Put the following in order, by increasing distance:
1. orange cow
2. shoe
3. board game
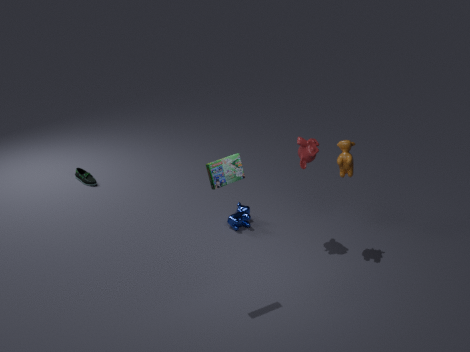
board game < orange cow < shoe
